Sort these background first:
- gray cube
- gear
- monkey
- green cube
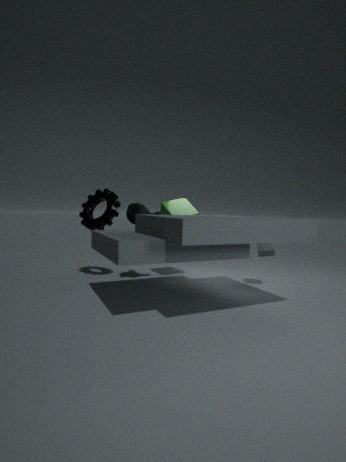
green cube → gear → gray cube → monkey
